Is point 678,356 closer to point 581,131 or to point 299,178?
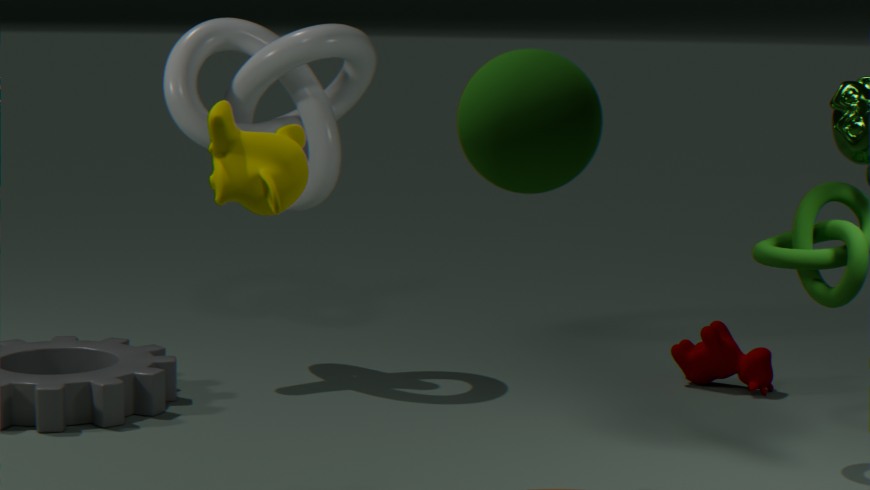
point 299,178
